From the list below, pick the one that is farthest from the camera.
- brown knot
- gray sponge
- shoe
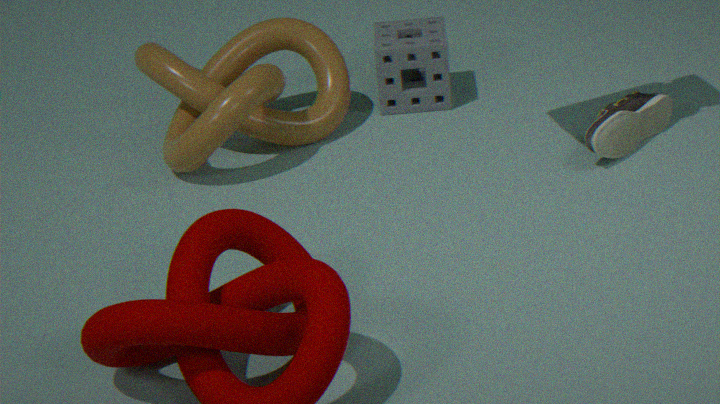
gray sponge
